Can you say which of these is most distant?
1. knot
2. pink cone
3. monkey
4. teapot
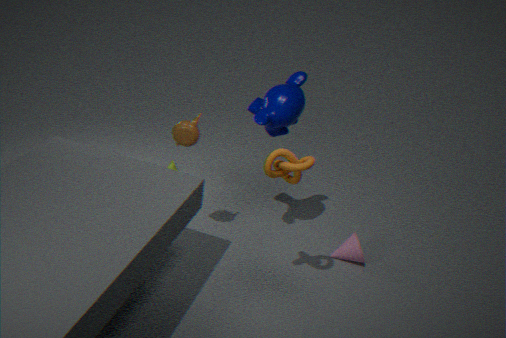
pink cone
